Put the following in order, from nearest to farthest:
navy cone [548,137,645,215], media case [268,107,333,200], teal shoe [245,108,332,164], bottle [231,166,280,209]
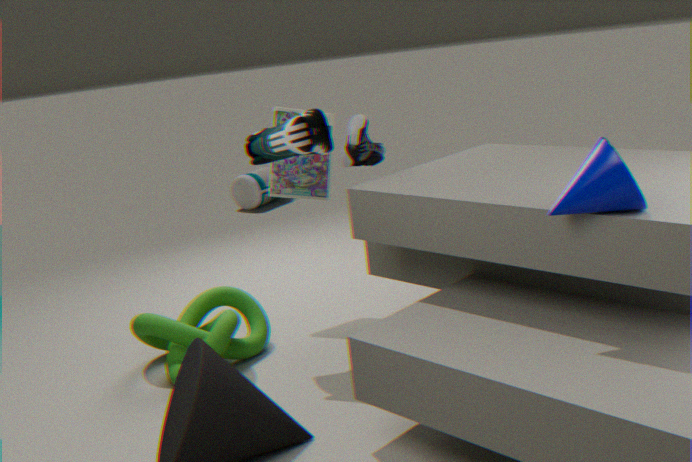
1. navy cone [548,137,645,215]
2. teal shoe [245,108,332,164]
3. media case [268,107,333,200]
4. bottle [231,166,280,209]
